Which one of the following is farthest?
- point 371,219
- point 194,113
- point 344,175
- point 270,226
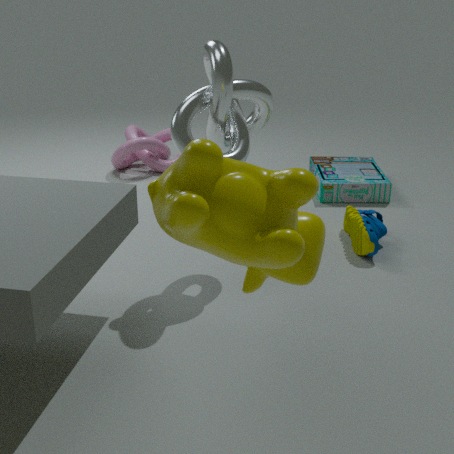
point 344,175
